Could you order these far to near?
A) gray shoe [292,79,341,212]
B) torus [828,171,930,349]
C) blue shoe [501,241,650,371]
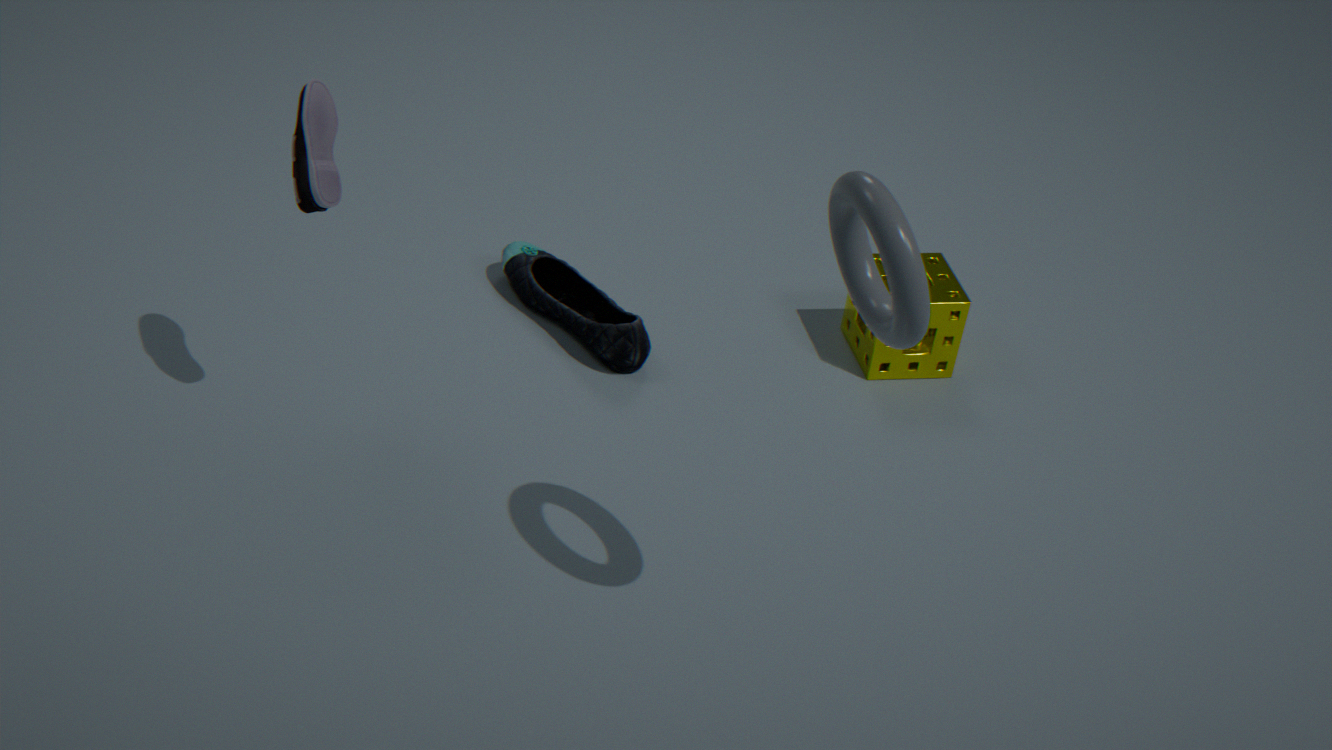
blue shoe [501,241,650,371], gray shoe [292,79,341,212], torus [828,171,930,349]
